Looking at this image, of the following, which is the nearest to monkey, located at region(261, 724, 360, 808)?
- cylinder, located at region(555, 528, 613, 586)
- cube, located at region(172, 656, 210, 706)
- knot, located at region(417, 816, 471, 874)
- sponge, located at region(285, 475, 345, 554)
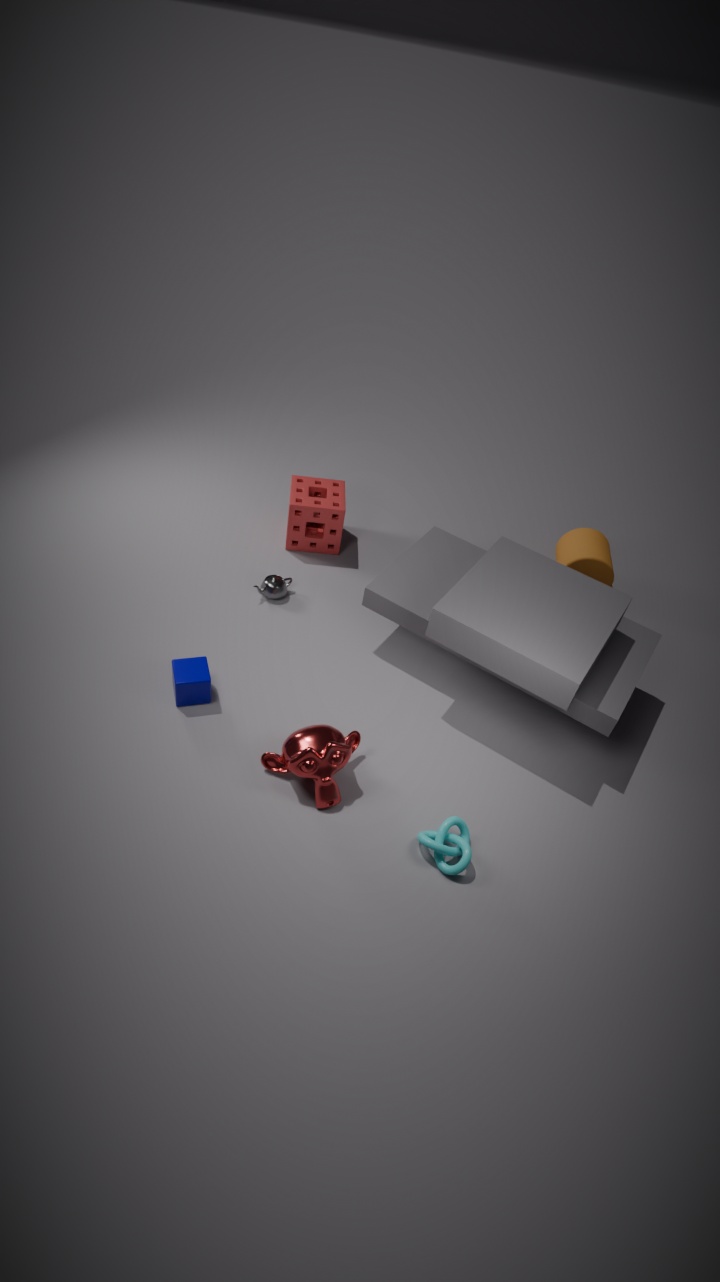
knot, located at region(417, 816, 471, 874)
